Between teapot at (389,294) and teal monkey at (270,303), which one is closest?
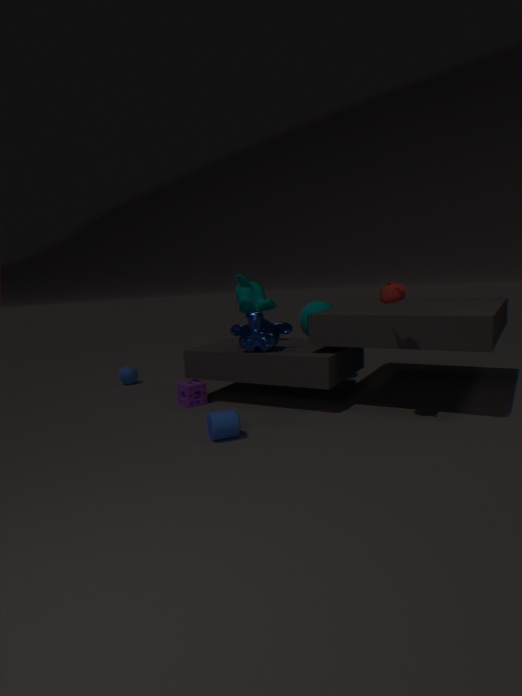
teapot at (389,294)
